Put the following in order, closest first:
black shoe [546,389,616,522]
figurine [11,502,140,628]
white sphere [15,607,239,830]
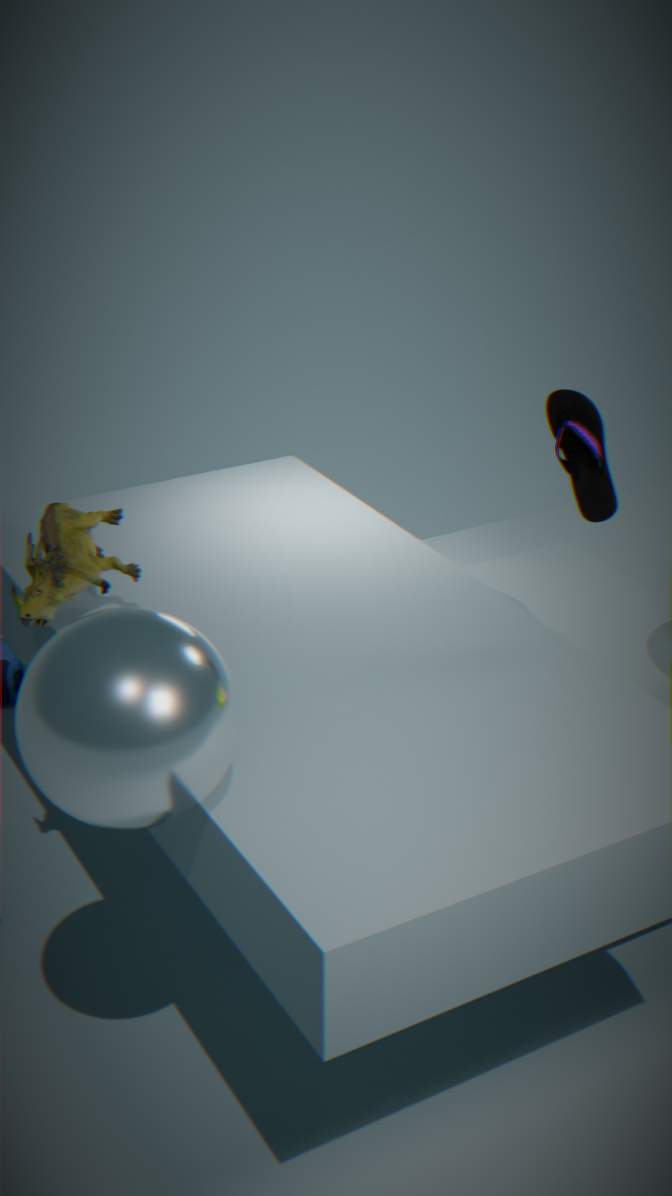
white sphere [15,607,239,830] → figurine [11,502,140,628] → black shoe [546,389,616,522]
